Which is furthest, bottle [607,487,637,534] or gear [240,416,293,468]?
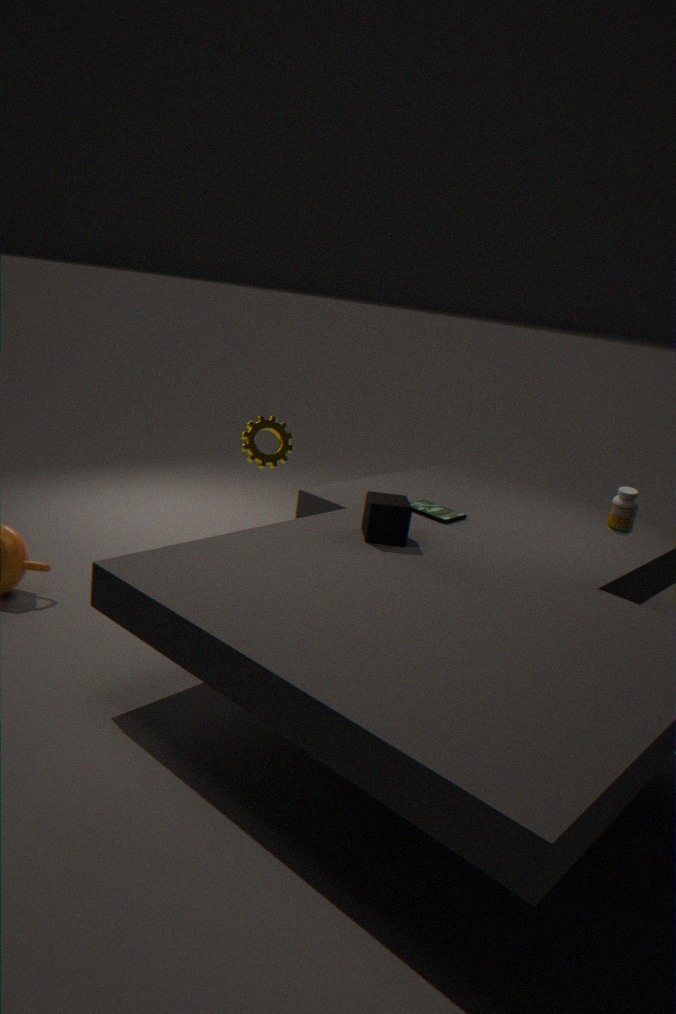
gear [240,416,293,468]
